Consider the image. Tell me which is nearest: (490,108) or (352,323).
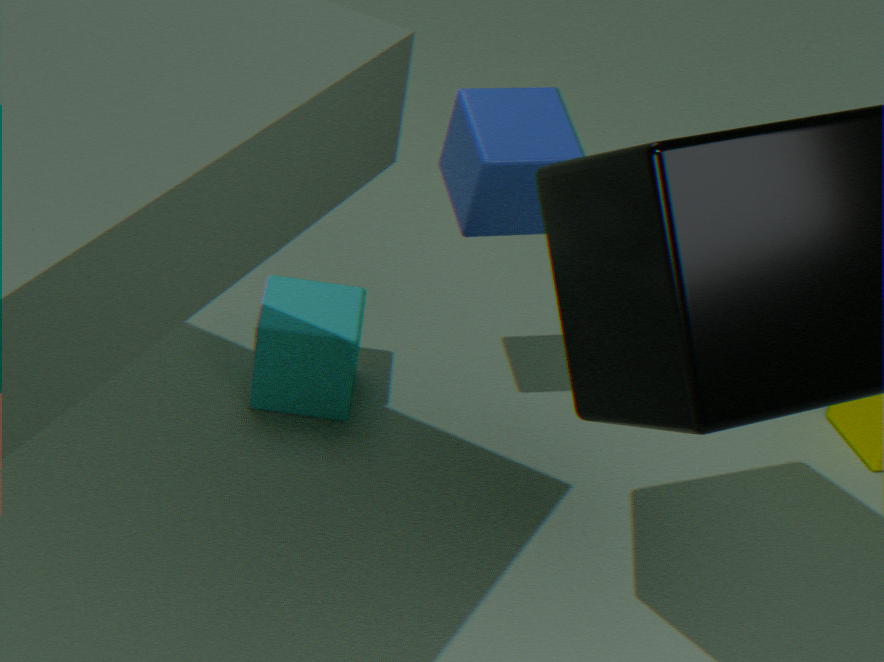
(490,108)
